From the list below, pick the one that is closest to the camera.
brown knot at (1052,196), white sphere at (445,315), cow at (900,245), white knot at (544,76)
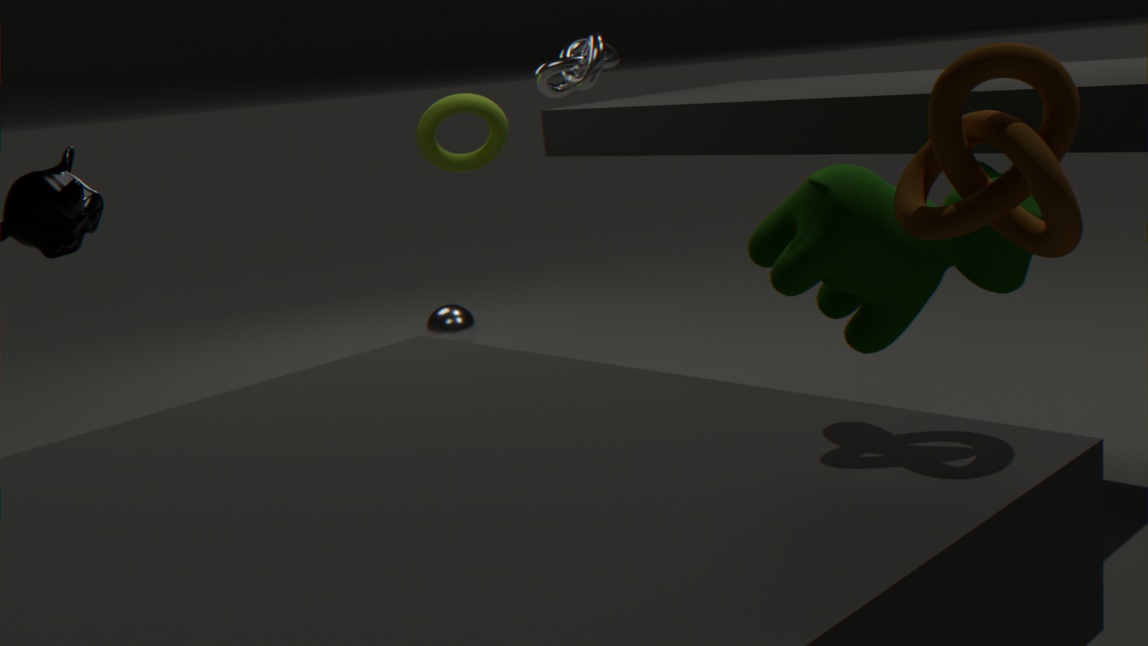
brown knot at (1052,196)
